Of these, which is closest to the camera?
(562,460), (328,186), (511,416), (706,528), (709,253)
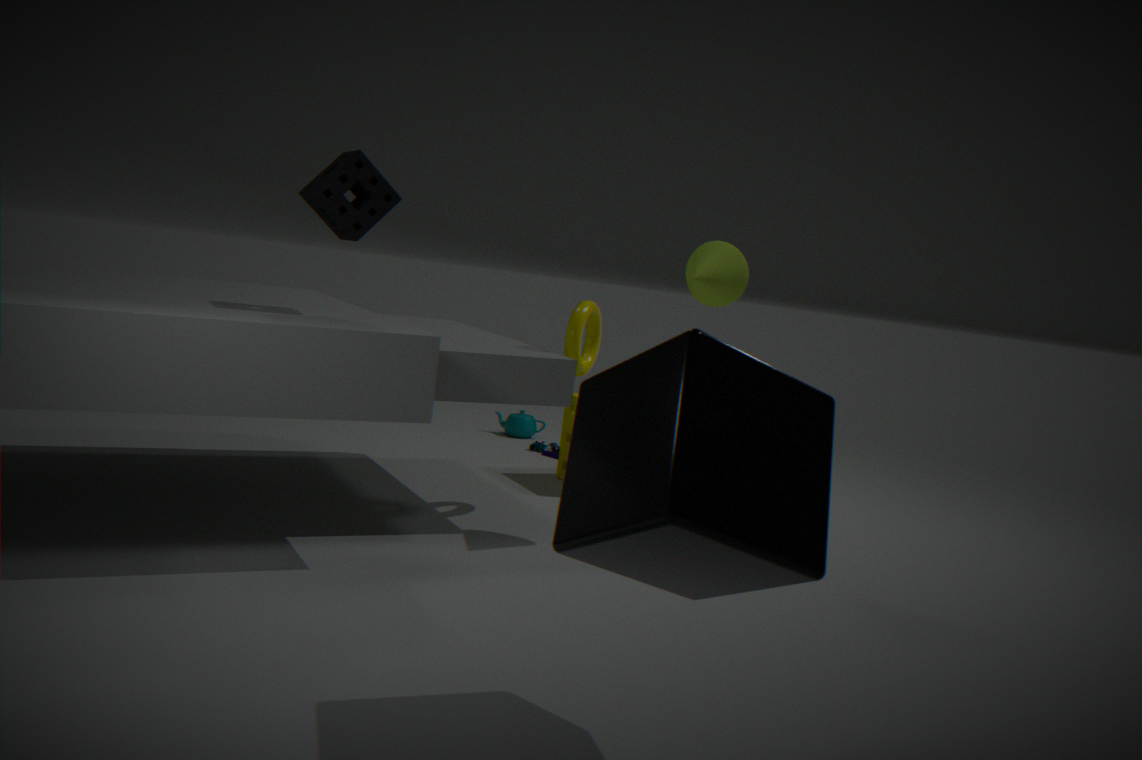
(706,528)
